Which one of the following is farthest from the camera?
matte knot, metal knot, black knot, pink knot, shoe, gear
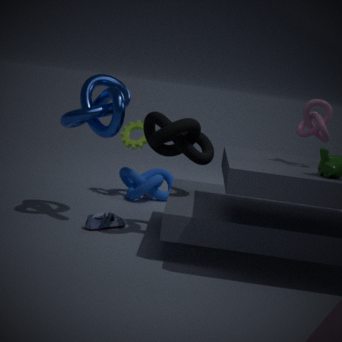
gear
